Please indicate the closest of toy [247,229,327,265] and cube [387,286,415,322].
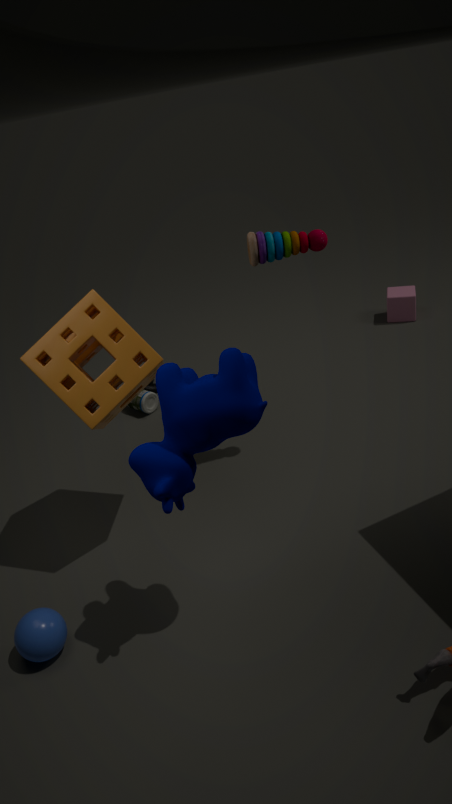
toy [247,229,327,265]
